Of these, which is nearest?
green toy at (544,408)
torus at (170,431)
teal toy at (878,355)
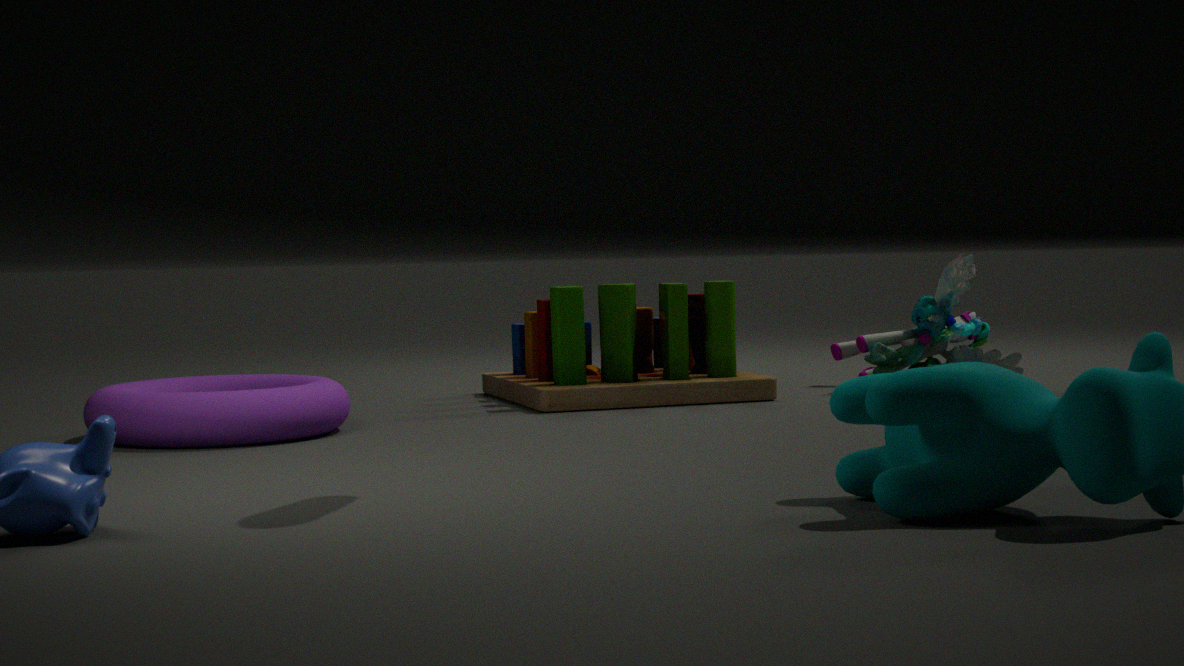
torus at (170,431)
